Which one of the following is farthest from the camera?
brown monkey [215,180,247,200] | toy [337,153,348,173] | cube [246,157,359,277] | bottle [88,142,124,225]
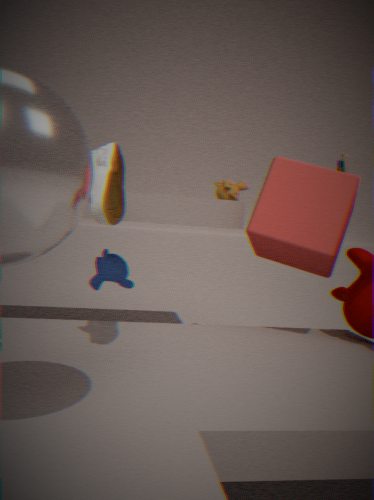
brown monkey [215,180,247,200]
